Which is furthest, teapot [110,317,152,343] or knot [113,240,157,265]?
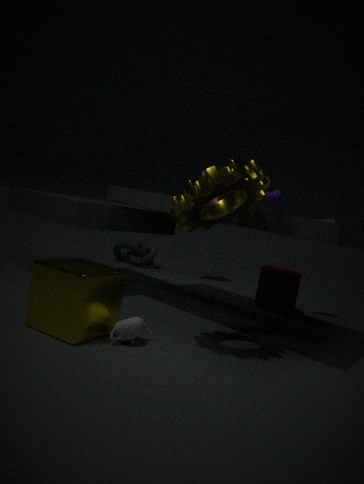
knot [113,240,157,265]
